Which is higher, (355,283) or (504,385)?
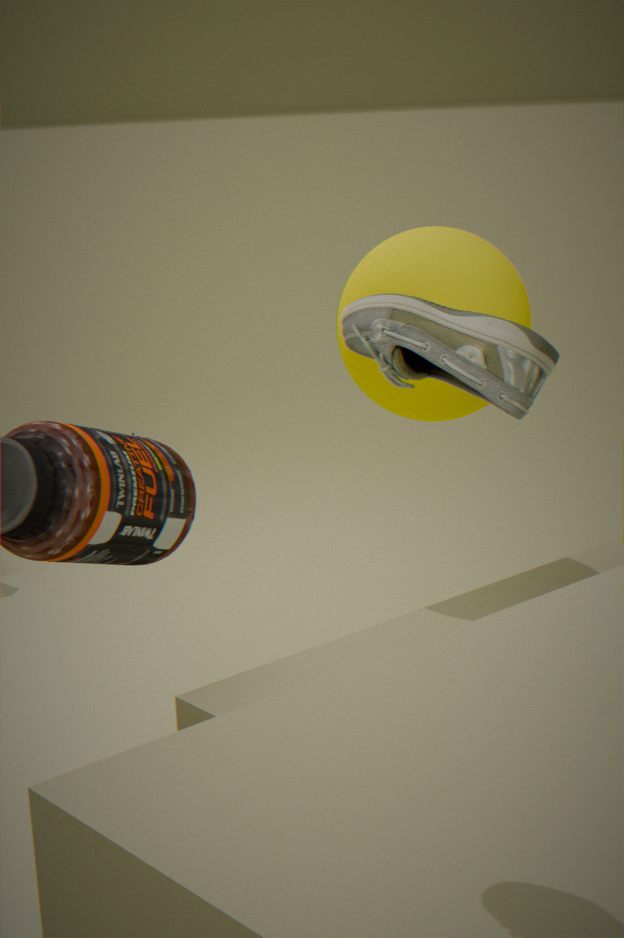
(504,385)
